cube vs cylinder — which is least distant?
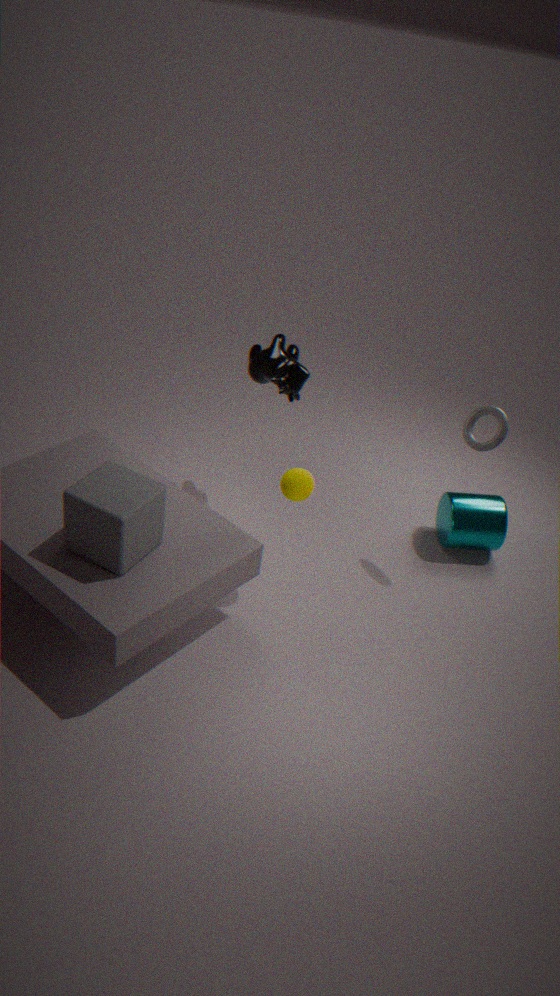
cube
